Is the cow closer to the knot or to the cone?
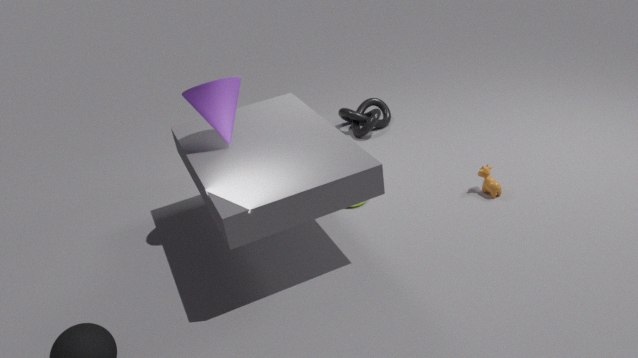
the knot
